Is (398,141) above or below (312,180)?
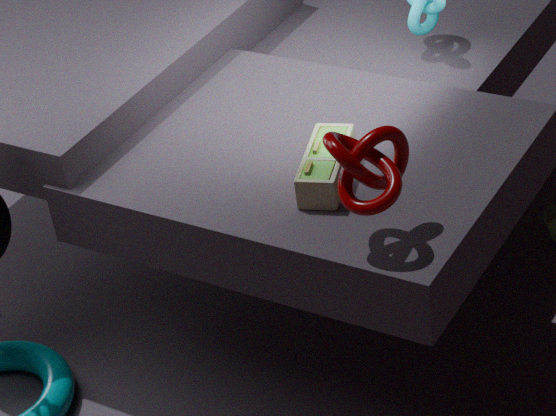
above
